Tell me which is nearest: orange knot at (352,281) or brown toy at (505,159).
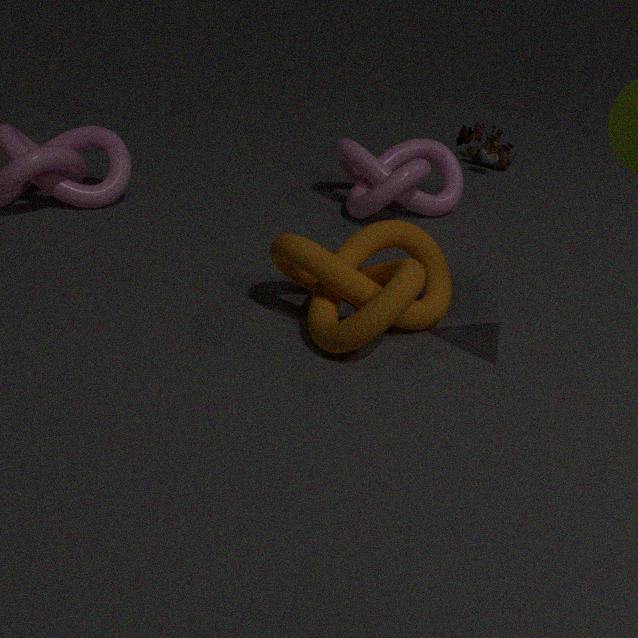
orange knot at (352,281)
